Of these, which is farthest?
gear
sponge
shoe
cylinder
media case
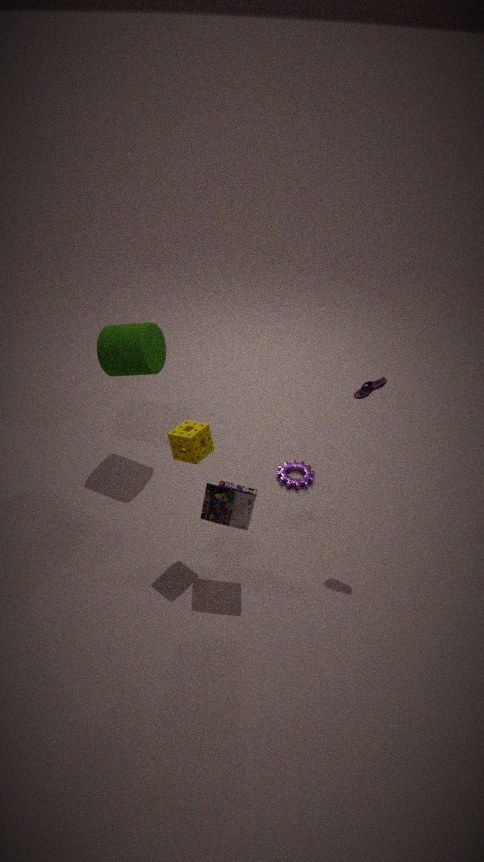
gear
